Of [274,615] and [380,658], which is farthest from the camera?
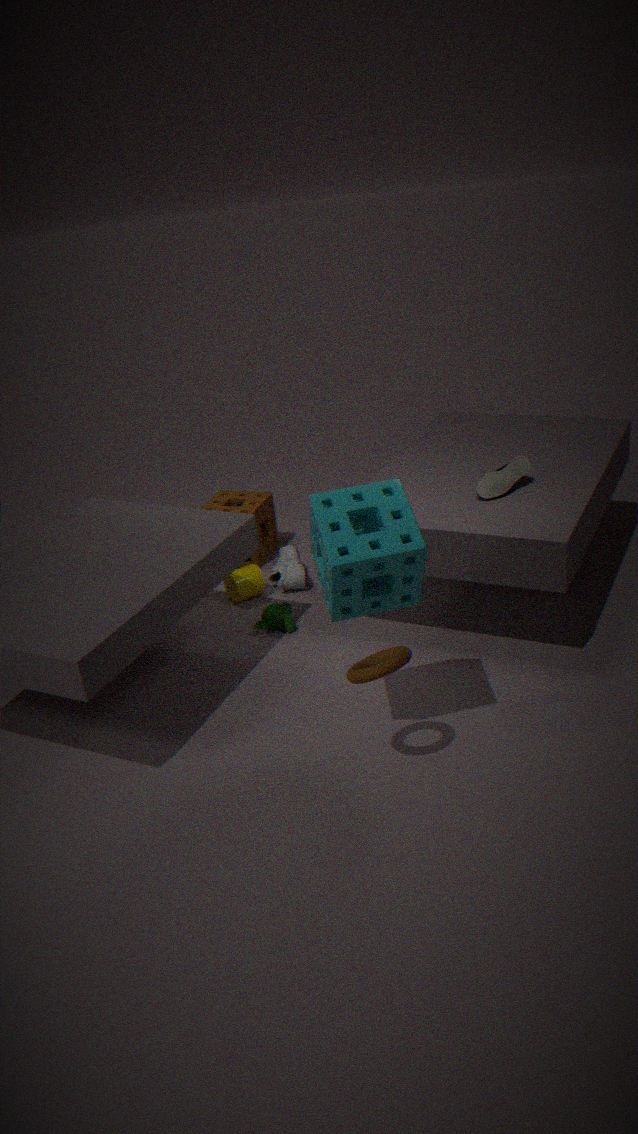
[274,615]
